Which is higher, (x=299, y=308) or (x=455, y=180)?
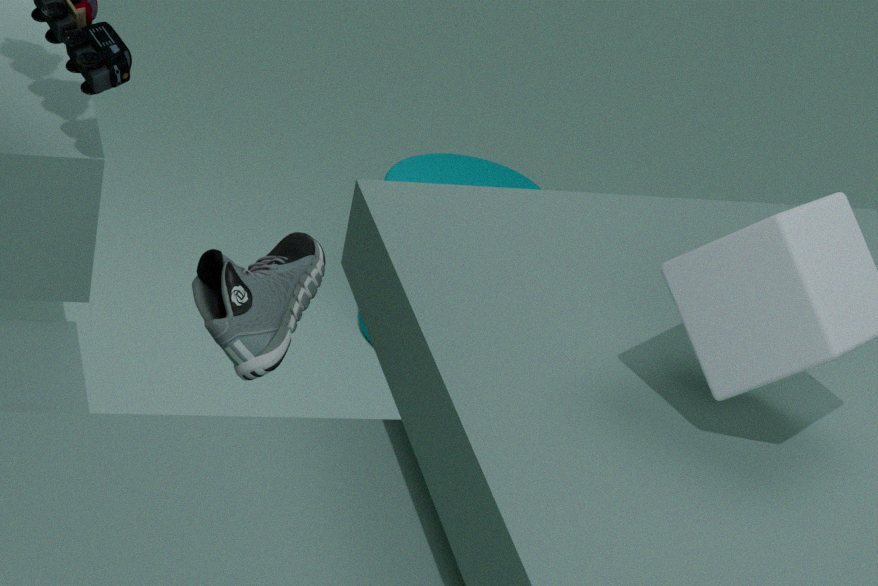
(x=299, y=308)
